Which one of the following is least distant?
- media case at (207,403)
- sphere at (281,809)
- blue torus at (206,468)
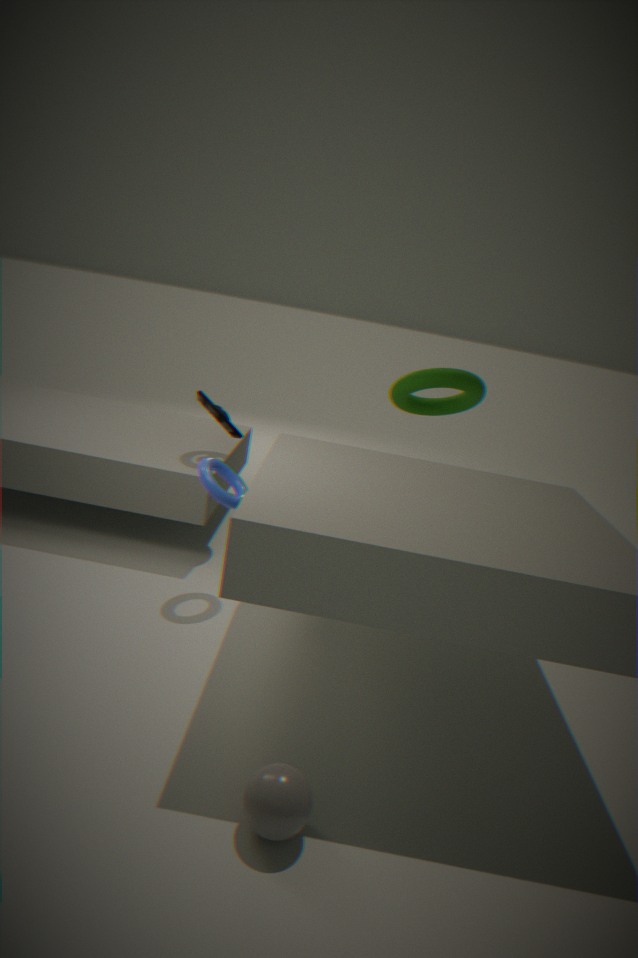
sphere at (281,809)
